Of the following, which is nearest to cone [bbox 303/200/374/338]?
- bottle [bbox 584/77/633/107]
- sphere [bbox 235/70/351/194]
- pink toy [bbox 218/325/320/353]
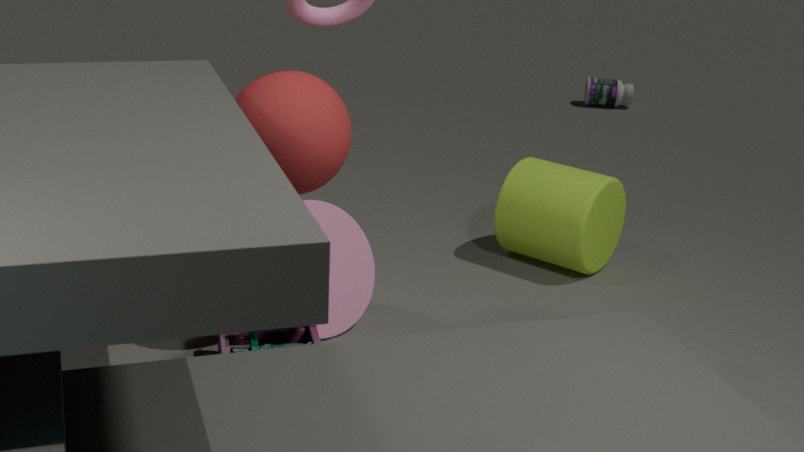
pink toy [bbox 218/325/320/353]
